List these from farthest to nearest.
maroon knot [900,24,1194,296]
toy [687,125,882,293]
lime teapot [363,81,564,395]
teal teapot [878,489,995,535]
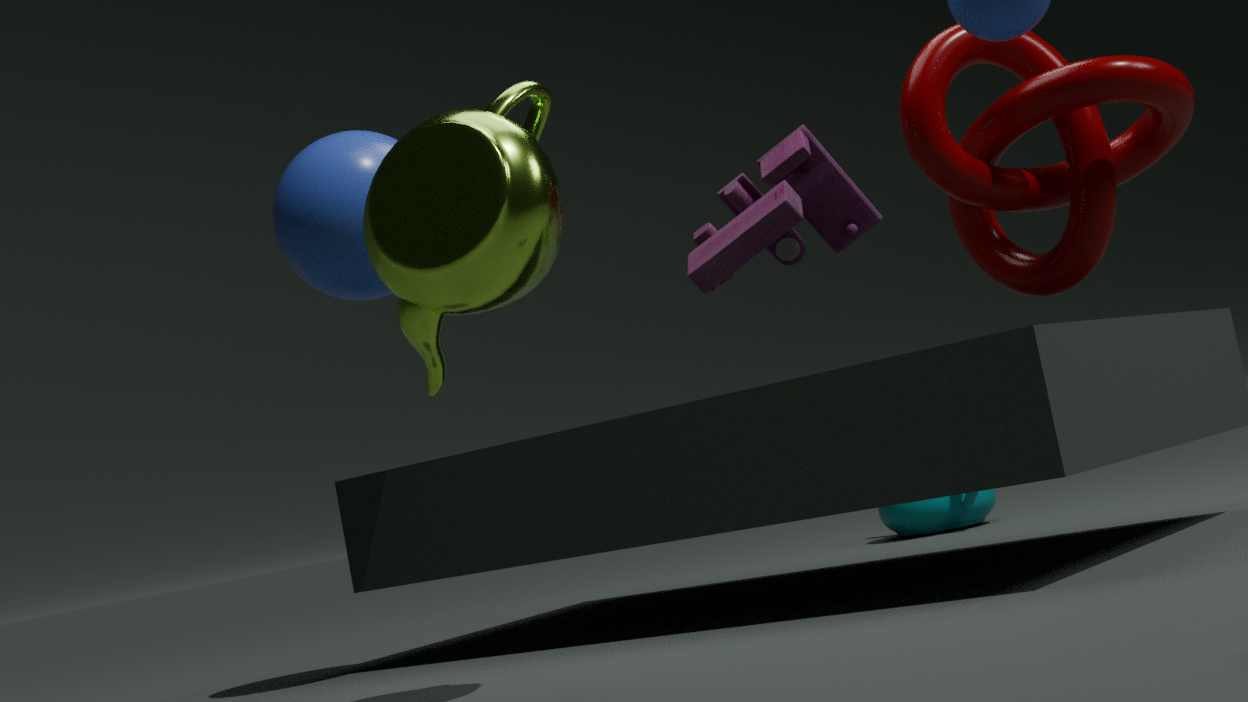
teal teapot [878,489,995,535]
toy [687,125,882,293]
maroon knot [900,24,1194,296]
lime teapot [363,81,564,395]
